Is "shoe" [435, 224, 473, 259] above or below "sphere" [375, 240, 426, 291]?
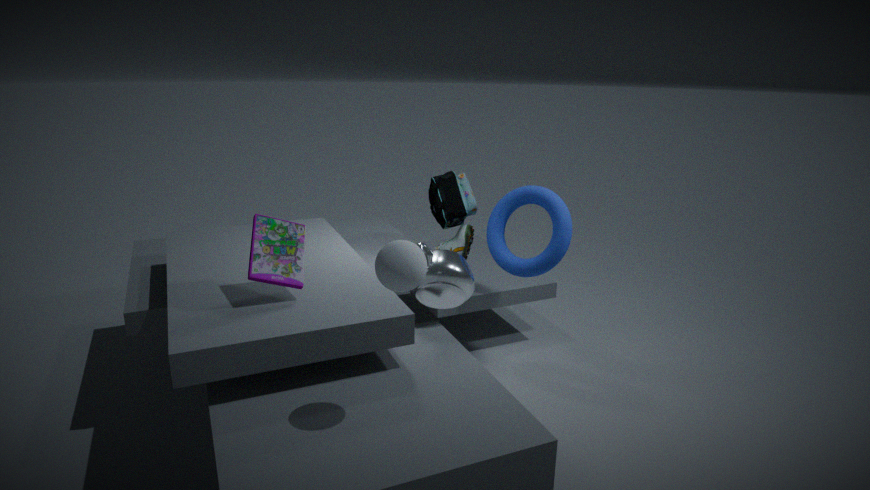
below
